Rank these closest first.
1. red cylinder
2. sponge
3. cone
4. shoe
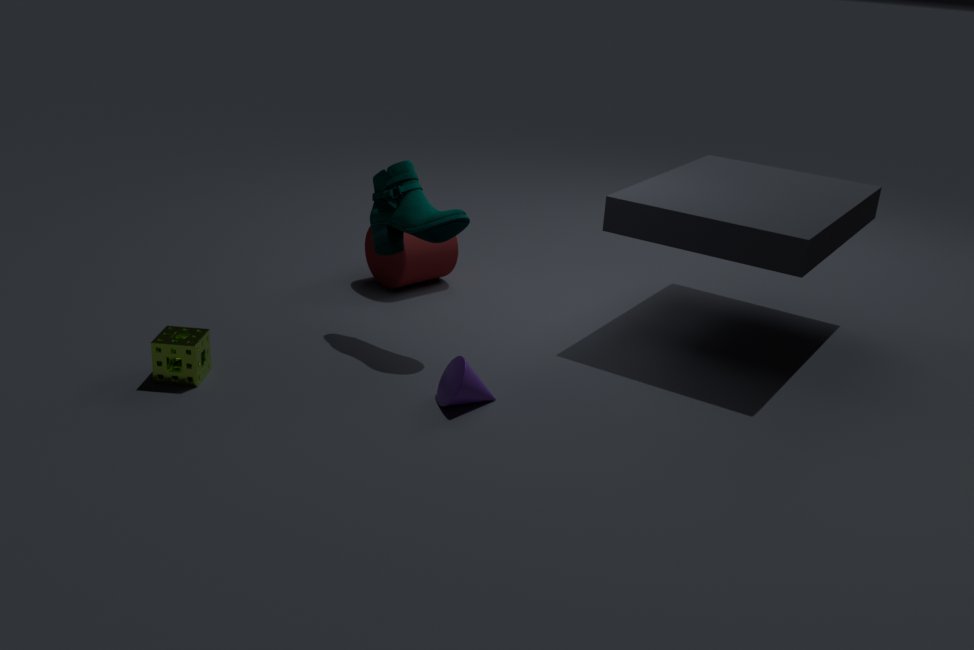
1. cone
2. sponge
3. shoe
4. red cylinder
